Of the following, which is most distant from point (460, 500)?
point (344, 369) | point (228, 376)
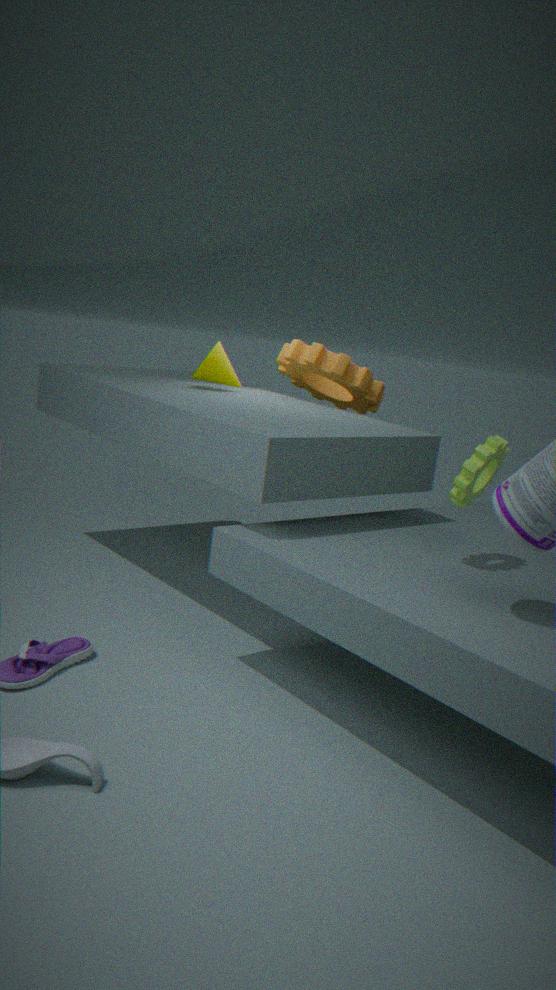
point (228, 376)
